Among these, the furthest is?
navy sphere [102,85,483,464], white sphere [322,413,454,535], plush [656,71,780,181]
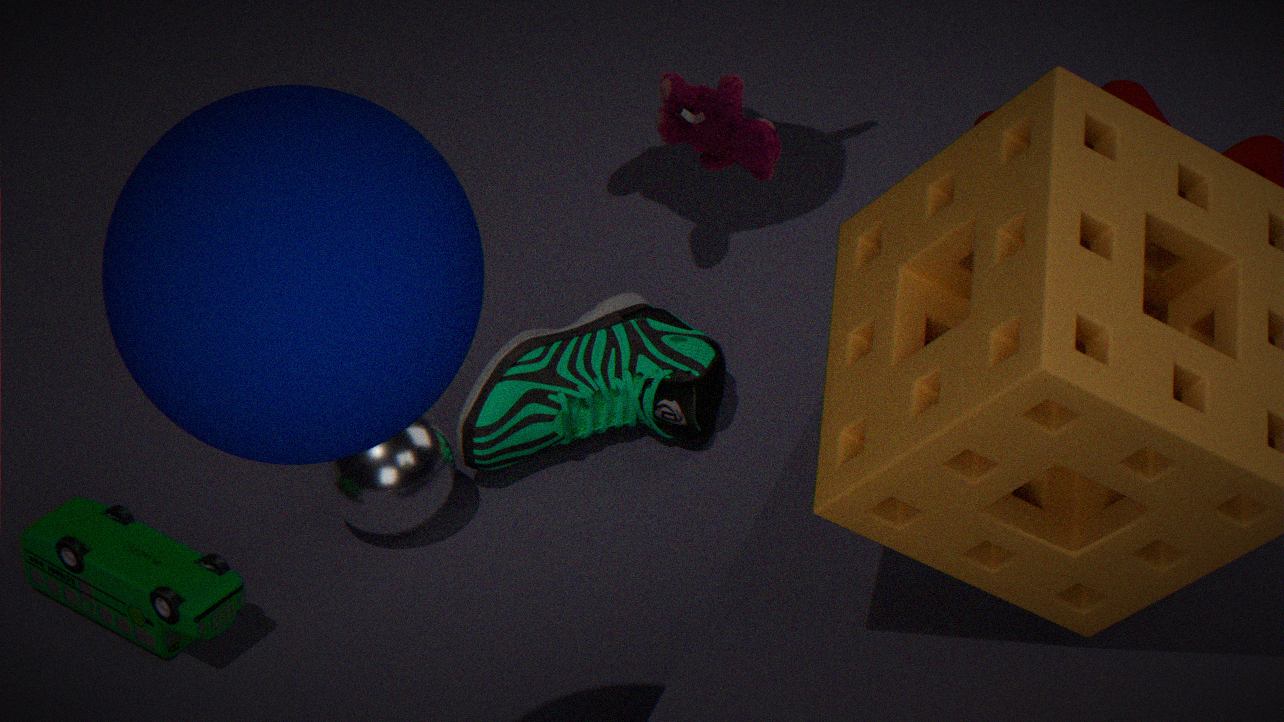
white sphere [322,413,454,535]
